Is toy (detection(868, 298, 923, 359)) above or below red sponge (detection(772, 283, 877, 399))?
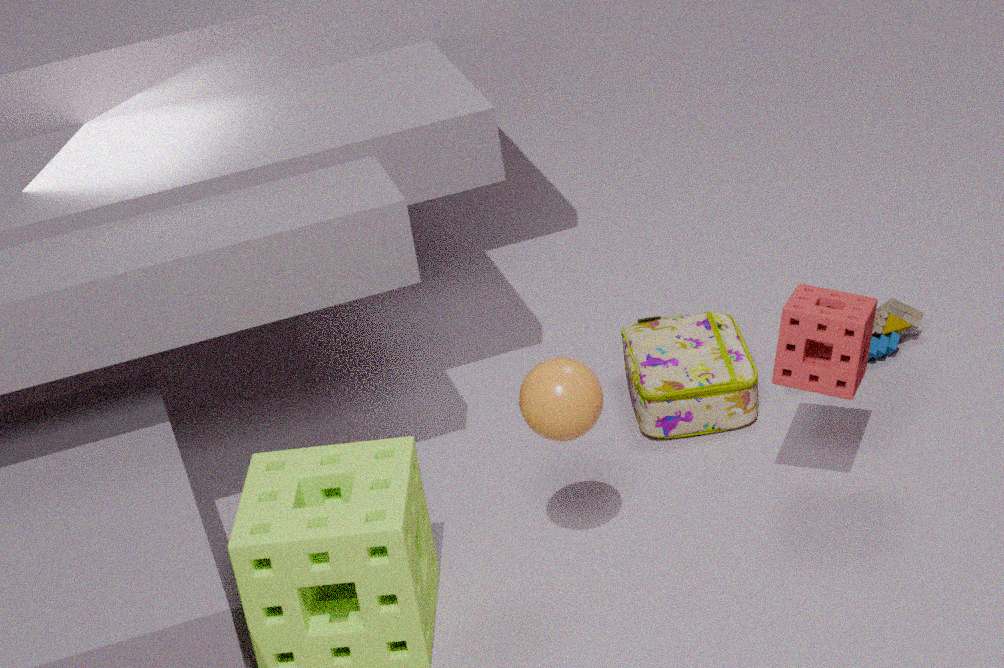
below
